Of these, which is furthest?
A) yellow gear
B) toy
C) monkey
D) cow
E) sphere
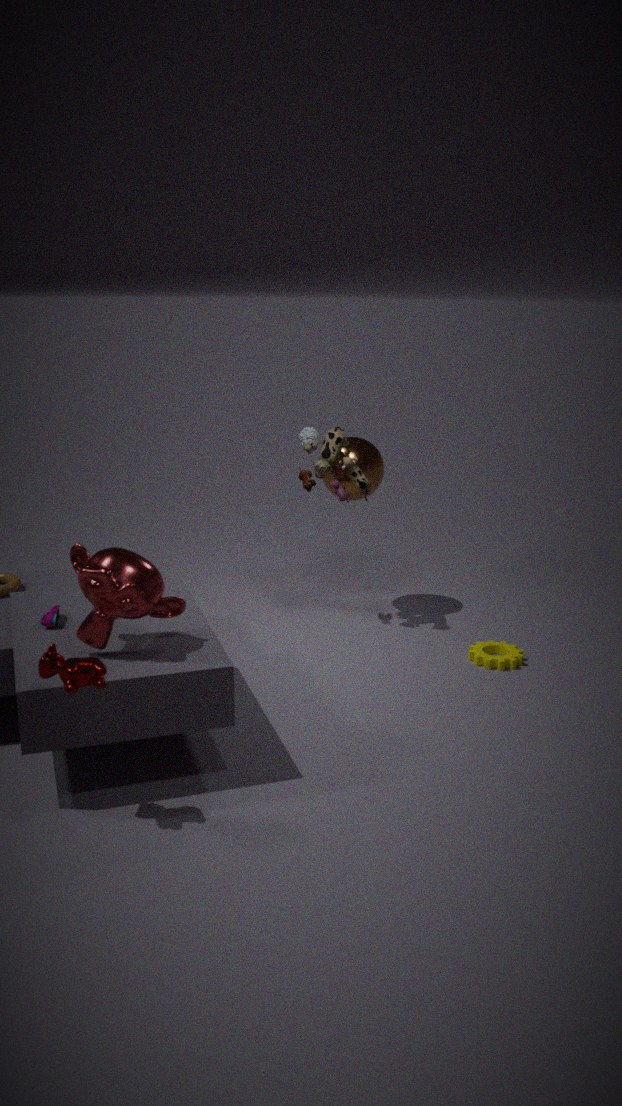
sphere
